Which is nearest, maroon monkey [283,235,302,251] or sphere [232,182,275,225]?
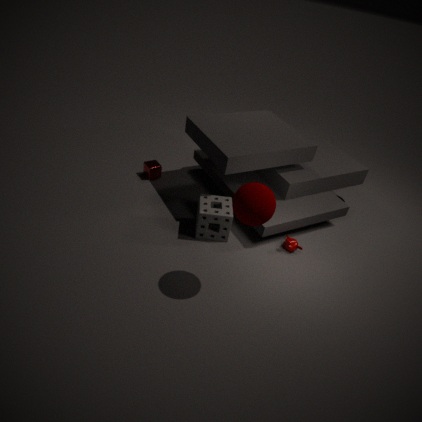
sphere [232,182,275,225]
